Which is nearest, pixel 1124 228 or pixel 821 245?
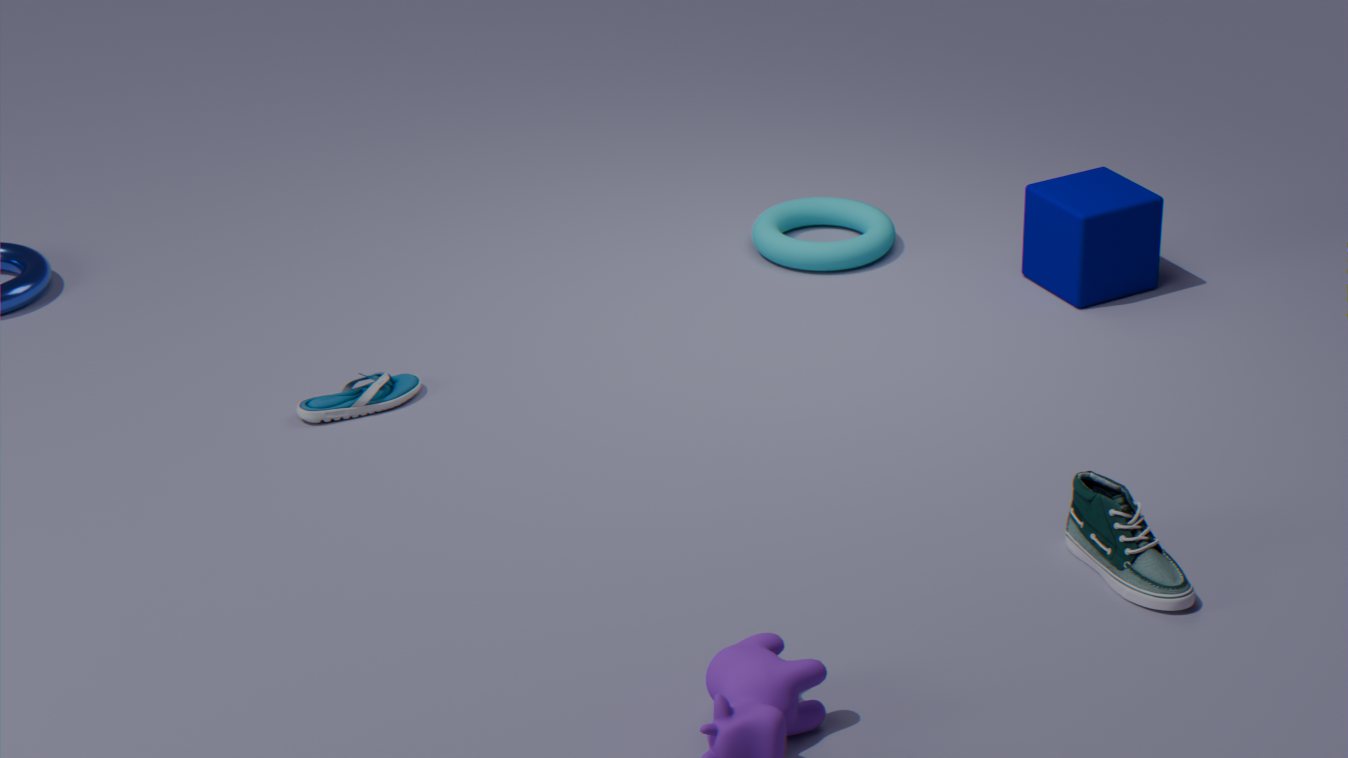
pixel 1124 228
